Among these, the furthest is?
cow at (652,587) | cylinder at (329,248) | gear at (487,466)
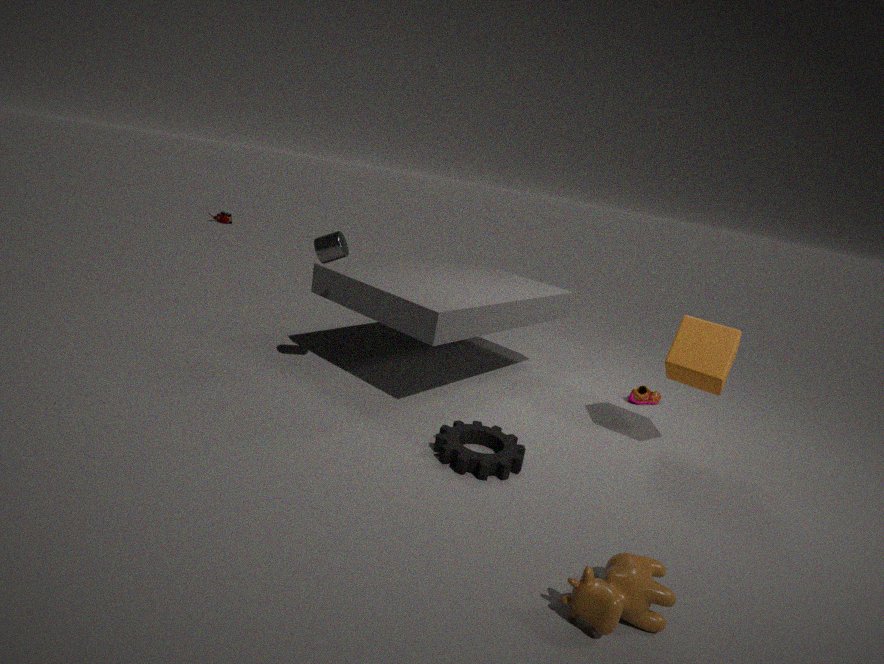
cylinder at (329,248)
